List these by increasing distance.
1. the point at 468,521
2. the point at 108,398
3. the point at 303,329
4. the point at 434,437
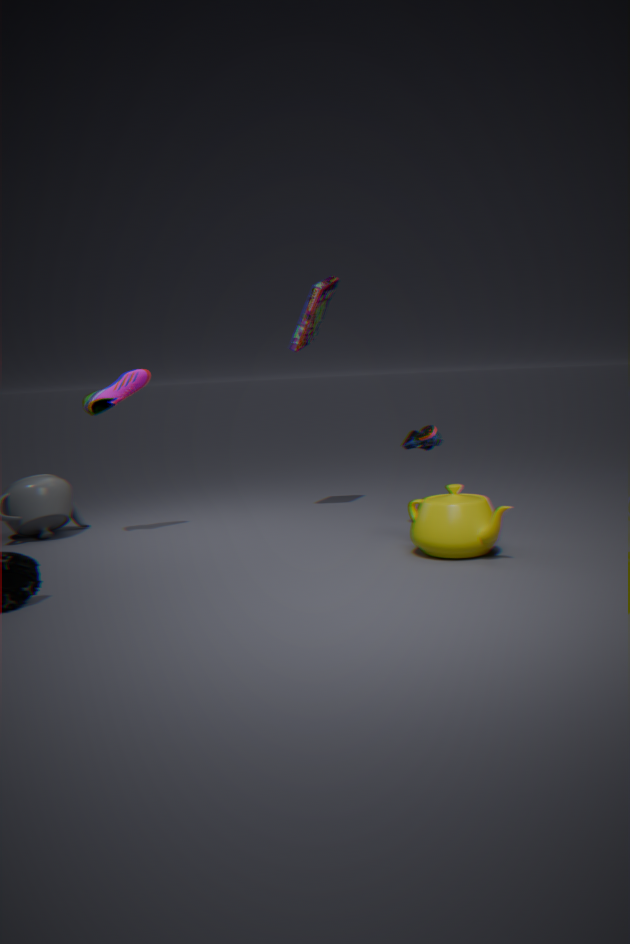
the point at 468,521
the point at 434,437
the point at 108,398
the point at 303,329
